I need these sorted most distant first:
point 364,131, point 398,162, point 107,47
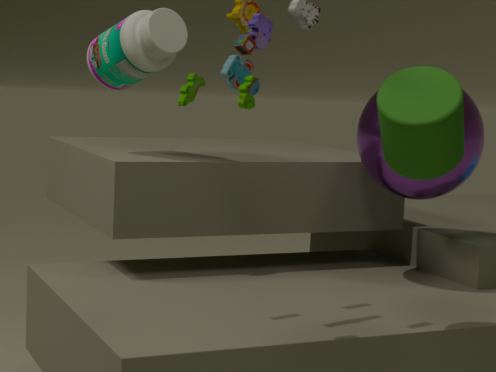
1. point 364,131
2. point 107,47
3. point 398,162
